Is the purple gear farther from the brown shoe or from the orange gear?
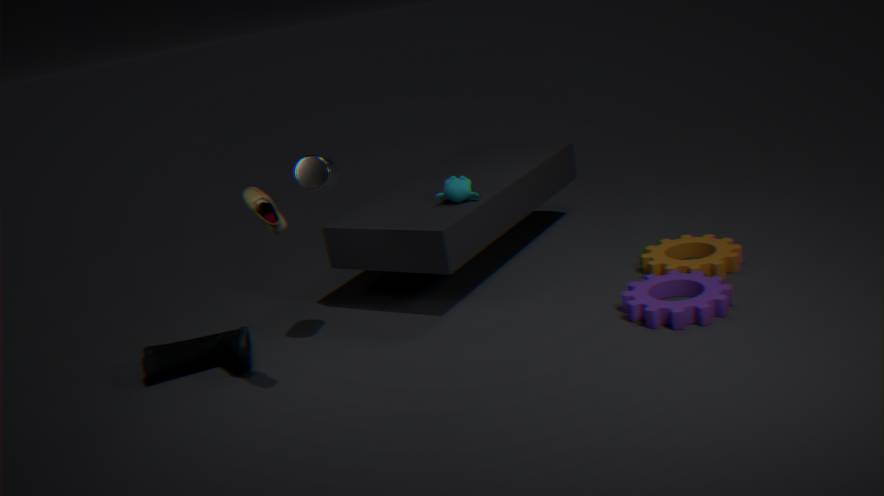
the brown shoe
